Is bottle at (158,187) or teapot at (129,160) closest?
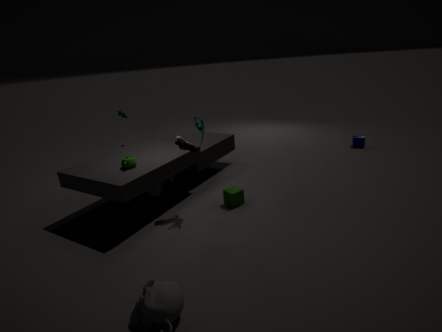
teapot at (129,160)
